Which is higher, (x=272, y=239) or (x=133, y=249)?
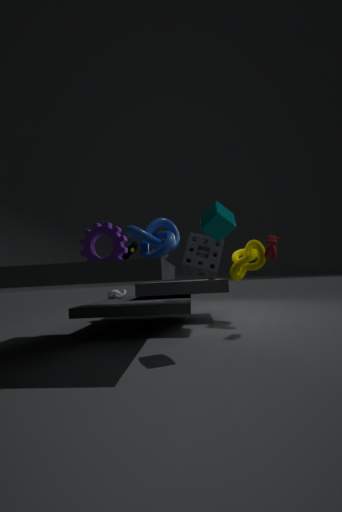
(x=133, y=249)
